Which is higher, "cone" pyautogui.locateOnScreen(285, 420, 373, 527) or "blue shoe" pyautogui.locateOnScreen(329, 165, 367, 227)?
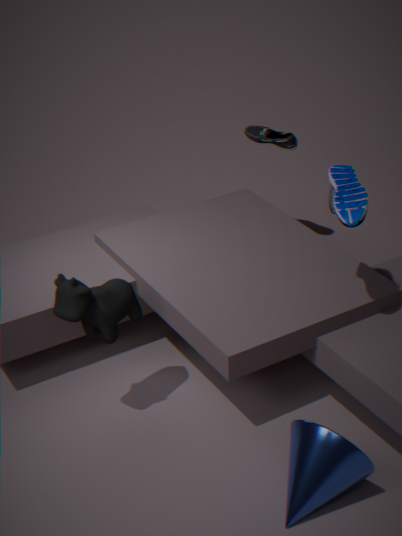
"blue shoe" pyautogui.locateOnScreen(329, 165, 367, 227)
